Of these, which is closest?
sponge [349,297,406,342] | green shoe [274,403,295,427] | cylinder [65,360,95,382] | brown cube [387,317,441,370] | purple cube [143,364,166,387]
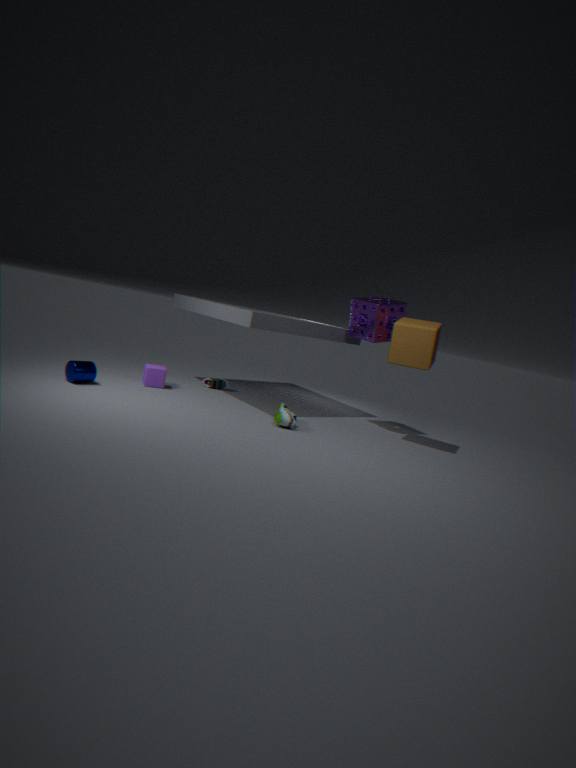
green shoe [274,403,295,427]
